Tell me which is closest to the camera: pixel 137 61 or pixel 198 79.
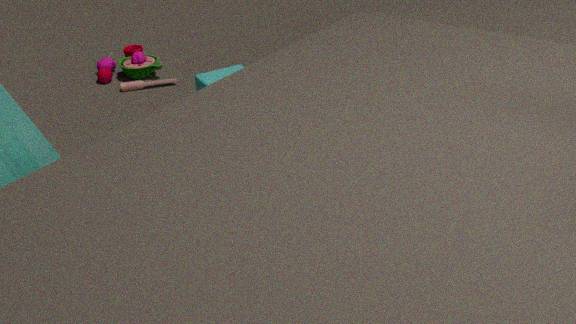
pixel 198 79
